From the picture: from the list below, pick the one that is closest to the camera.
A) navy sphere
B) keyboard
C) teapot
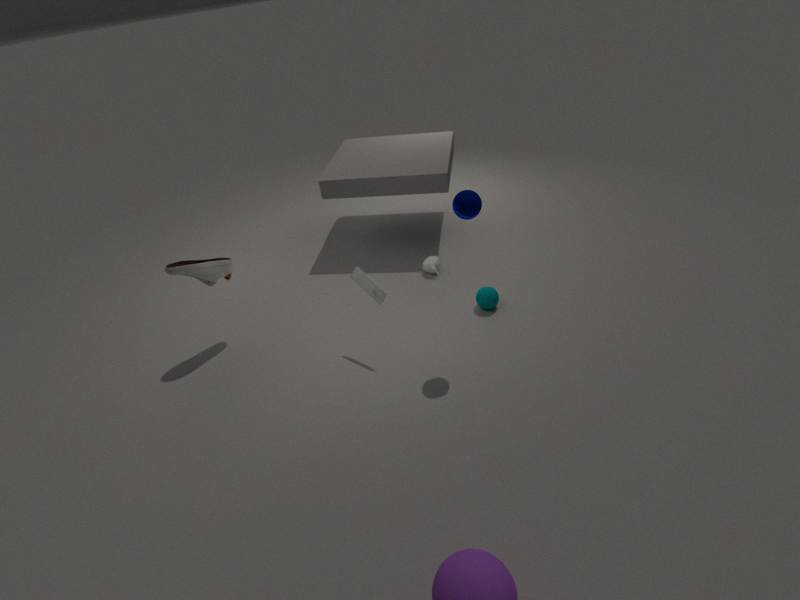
→ navy sphere
